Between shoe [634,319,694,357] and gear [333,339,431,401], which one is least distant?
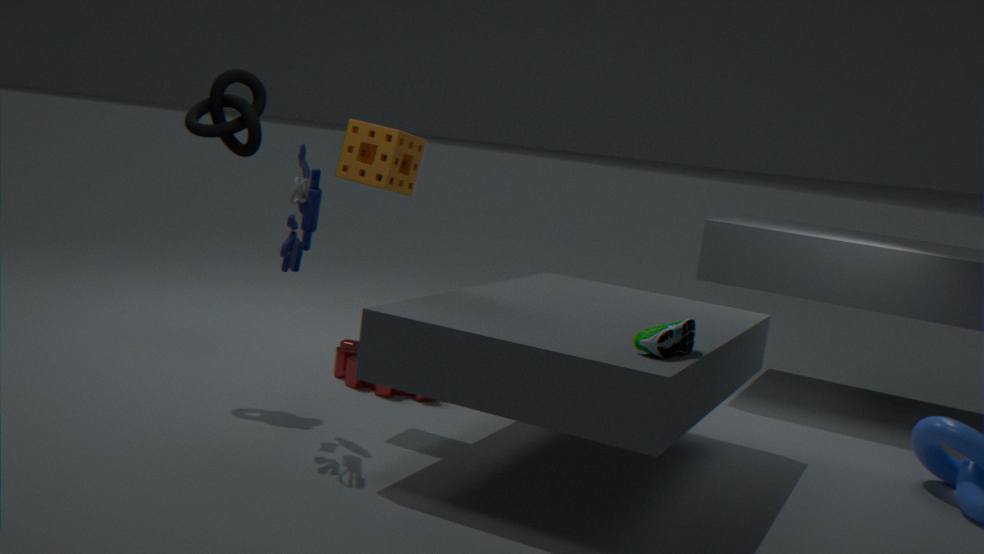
shoe [634,319,694,357]
